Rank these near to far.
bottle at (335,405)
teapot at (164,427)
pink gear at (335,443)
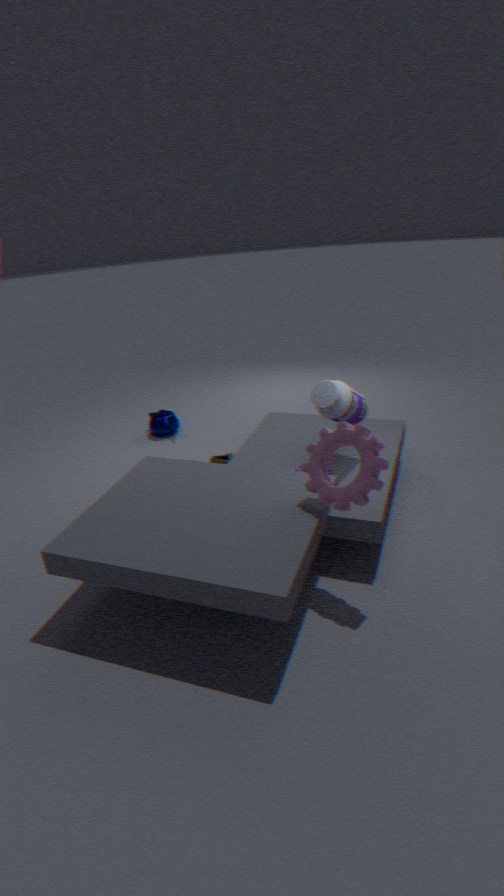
pink gear at (335,443) → bottle at (335,405) → teapot at (164,427)
